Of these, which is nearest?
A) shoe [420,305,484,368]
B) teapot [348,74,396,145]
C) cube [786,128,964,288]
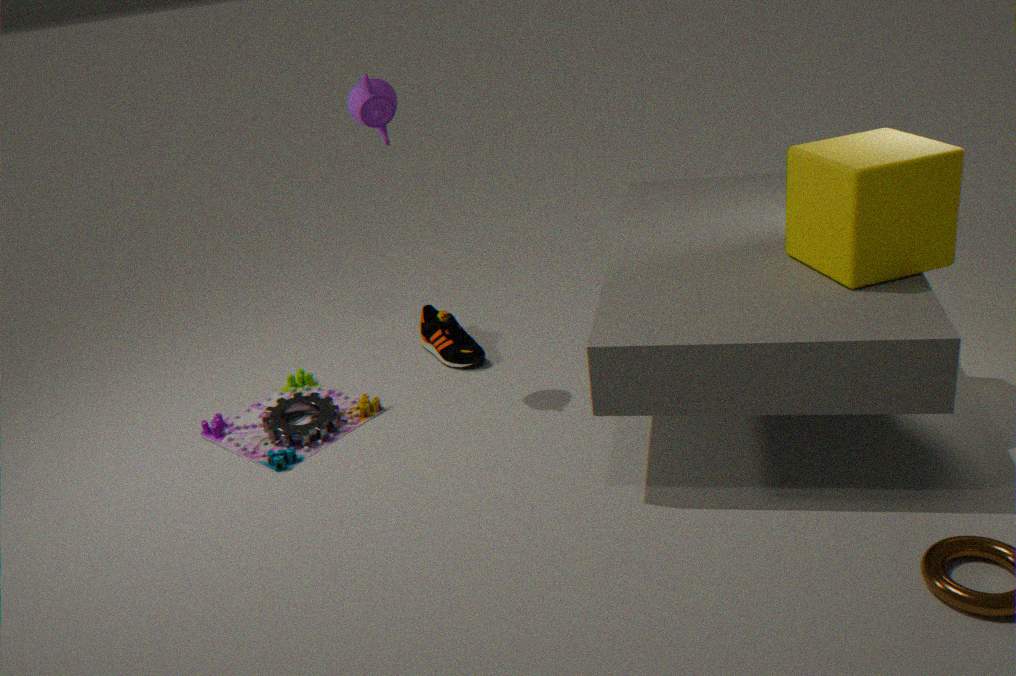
cube [786,128,964,288]
